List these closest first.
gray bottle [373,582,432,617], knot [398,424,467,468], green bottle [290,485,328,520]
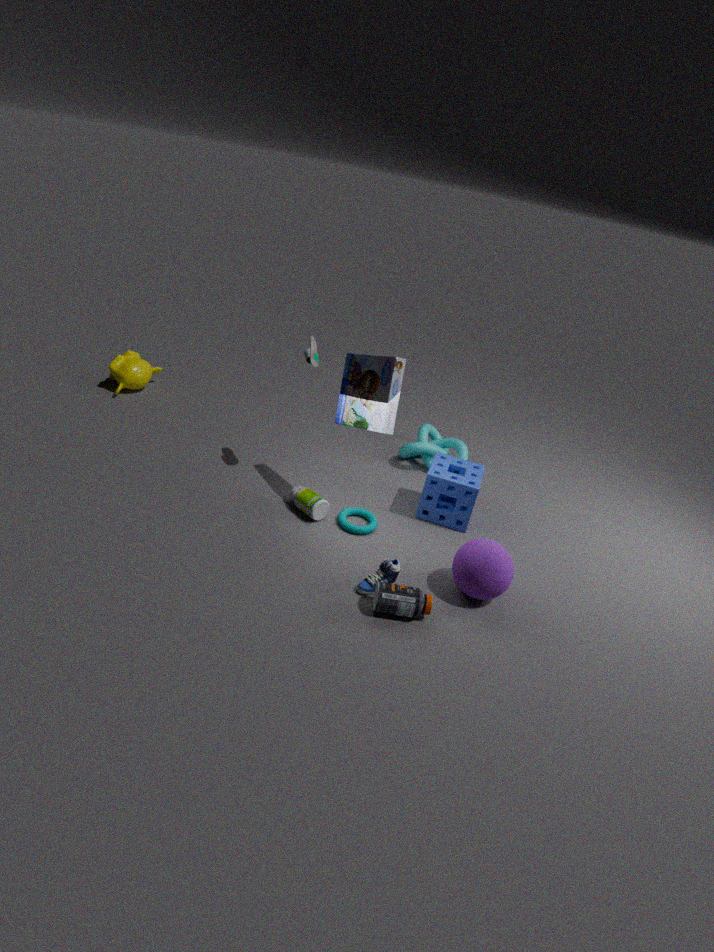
gray bottle [373,582,432,617] → green bottle [290,485,328,520] → knot [398,424,467,468]
